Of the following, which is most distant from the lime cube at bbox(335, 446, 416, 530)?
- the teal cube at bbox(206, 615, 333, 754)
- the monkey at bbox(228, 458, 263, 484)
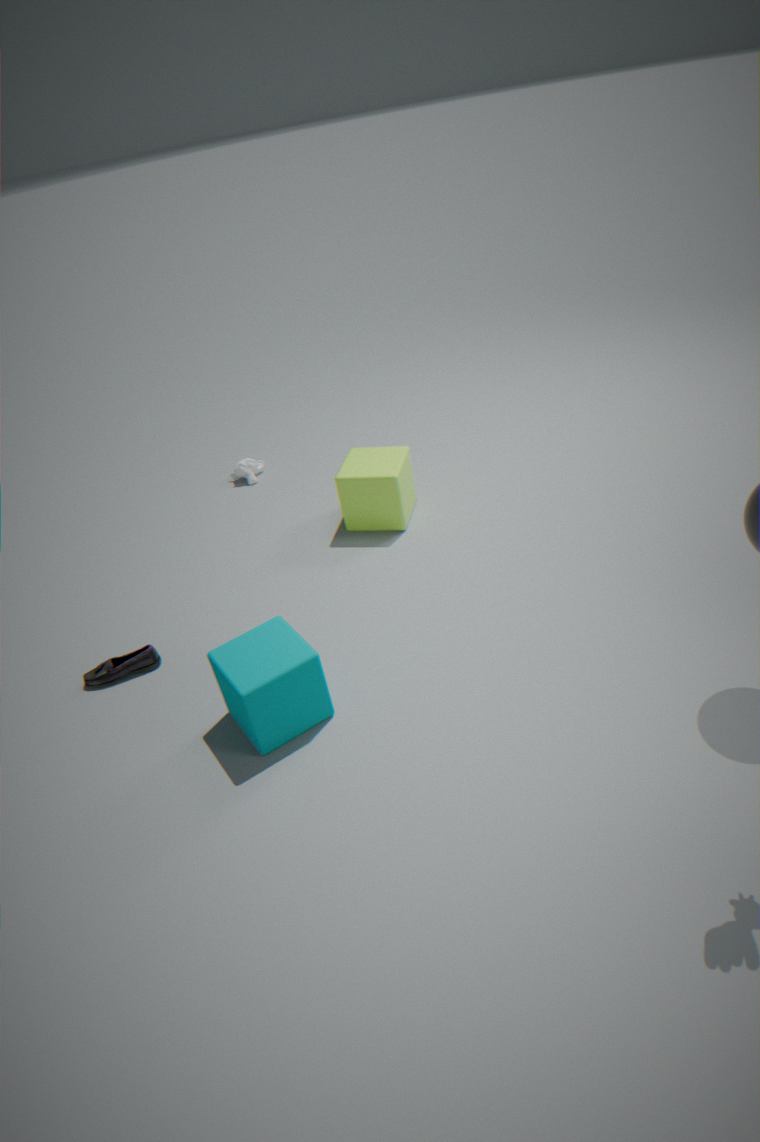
the teal cube at bbox(206, 615, 333, 754)
